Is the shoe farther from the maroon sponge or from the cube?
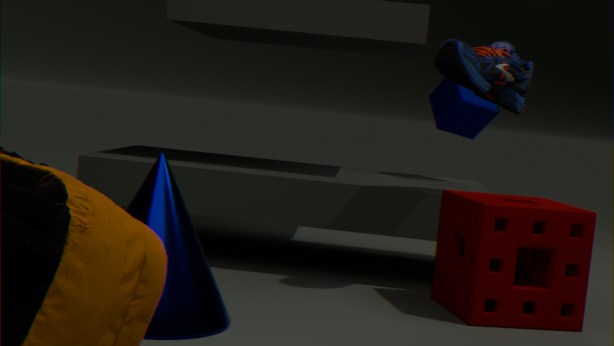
the cube
